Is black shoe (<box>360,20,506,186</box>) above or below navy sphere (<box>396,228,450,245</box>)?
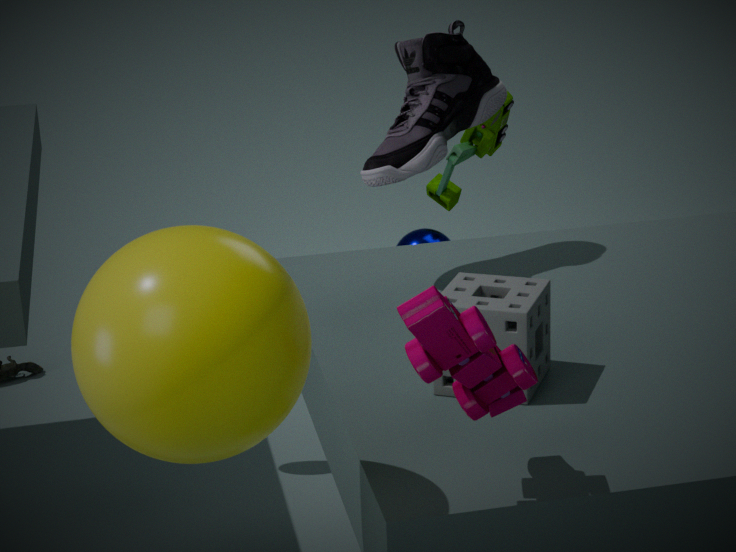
above
